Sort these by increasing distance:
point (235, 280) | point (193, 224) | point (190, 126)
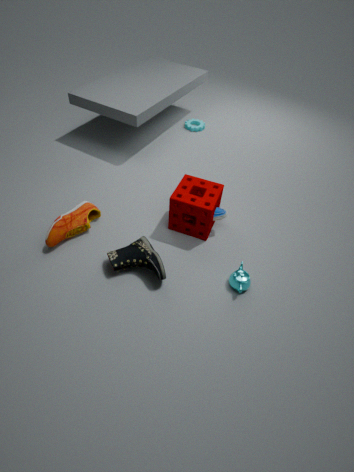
point (235, 280) < point (193, 224) < point (190, 126)
